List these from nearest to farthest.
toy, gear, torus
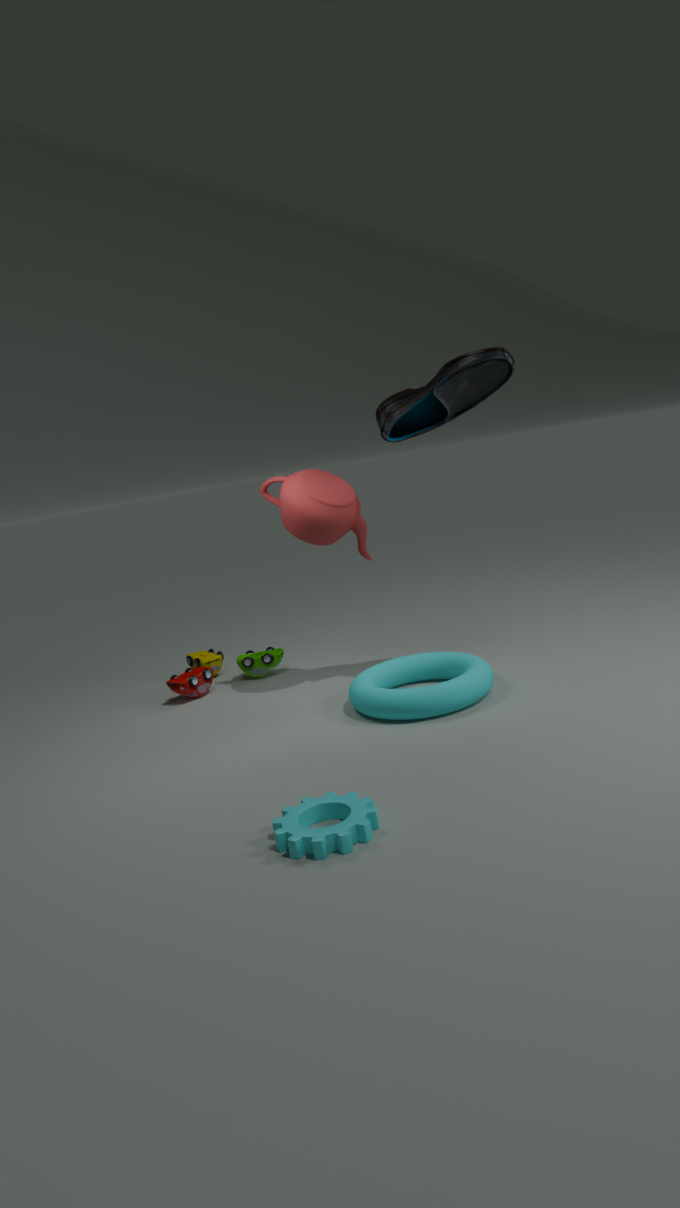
gear < torus < toy
